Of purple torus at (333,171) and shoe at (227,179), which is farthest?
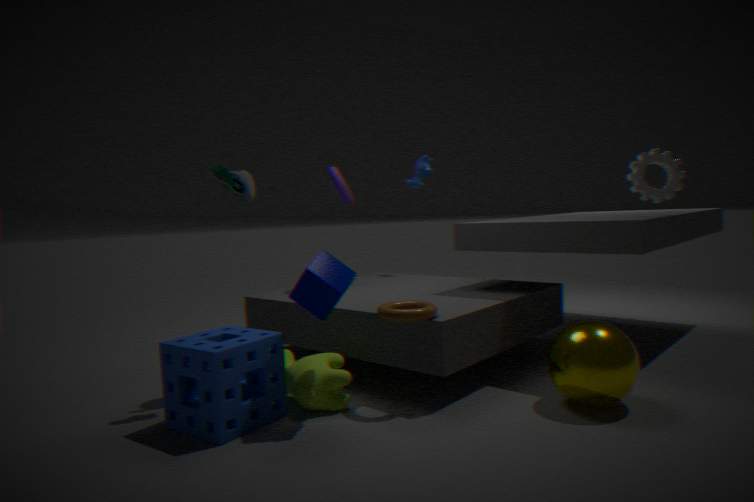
purple torus at (333,171)
